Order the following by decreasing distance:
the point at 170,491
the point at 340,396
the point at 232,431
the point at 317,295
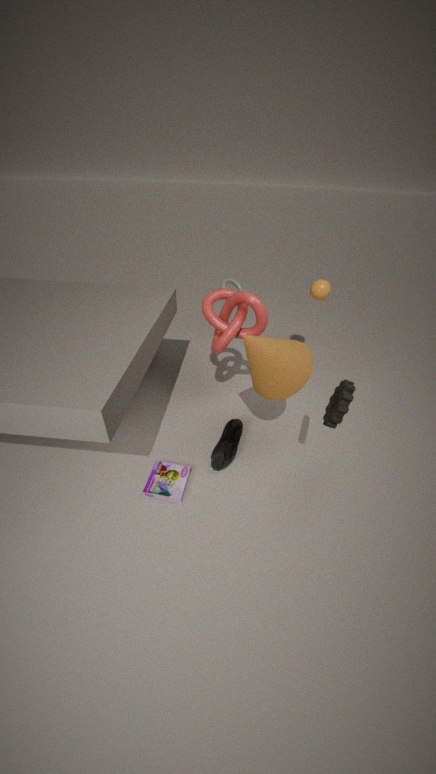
1. the point at 317,295
2. the point at 232,431
3. the point at 170,491
4. the point at 340,396
